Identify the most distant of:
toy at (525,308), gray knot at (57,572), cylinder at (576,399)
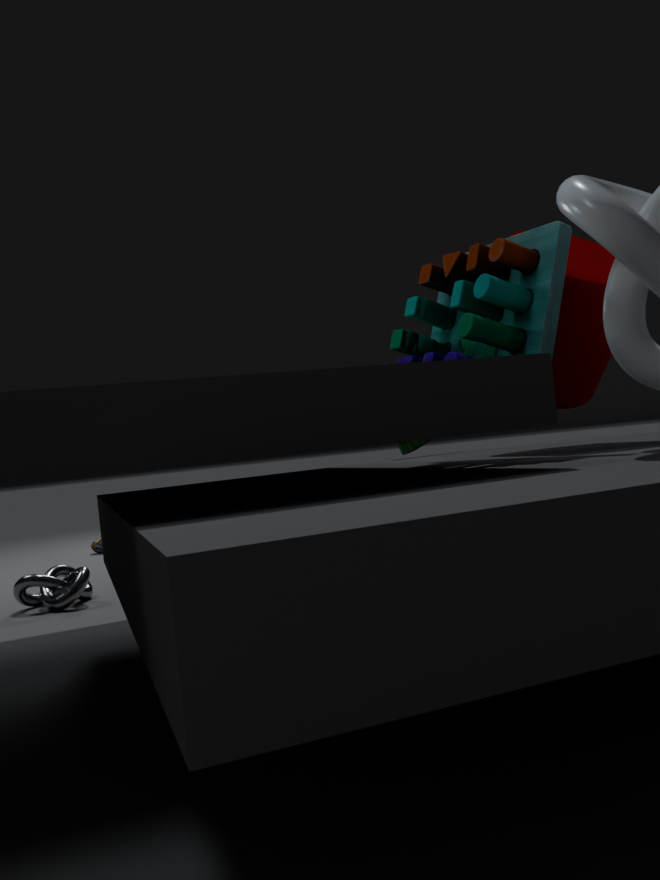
gray knot at (57,572)
